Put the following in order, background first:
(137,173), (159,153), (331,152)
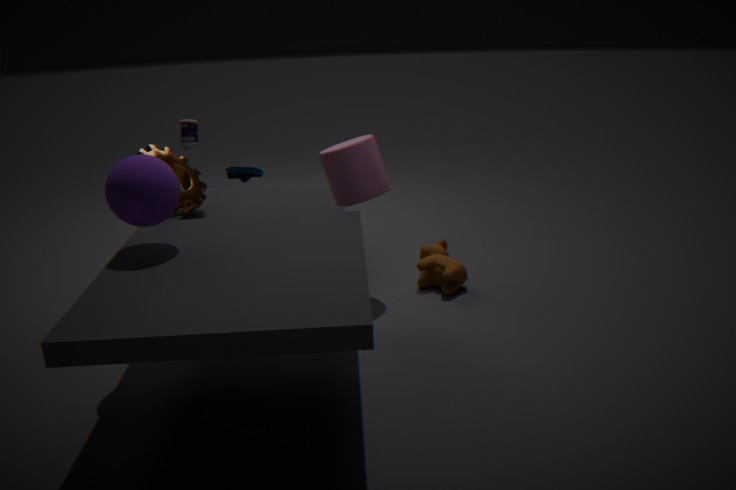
(159,153), (331,152), (137,173)
